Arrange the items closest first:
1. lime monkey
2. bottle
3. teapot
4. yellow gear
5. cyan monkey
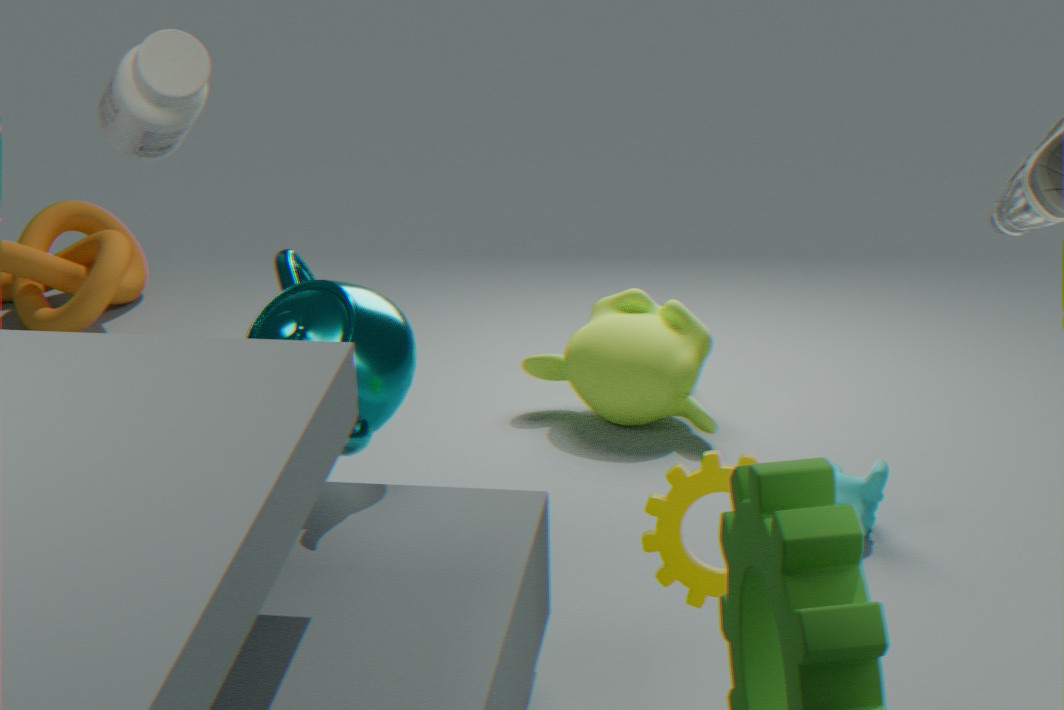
yellow gear < teapot < bottle < cyan monkey < lime monkey
